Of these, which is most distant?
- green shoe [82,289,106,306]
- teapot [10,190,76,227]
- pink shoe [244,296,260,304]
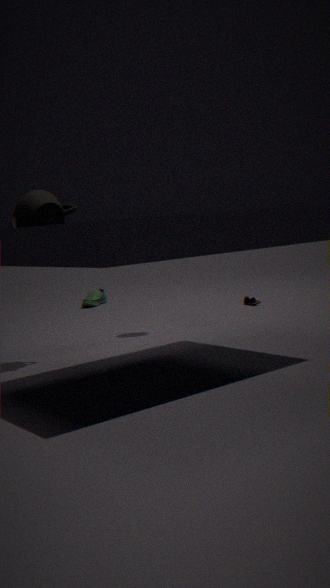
green shoe [82,289,106,306]
